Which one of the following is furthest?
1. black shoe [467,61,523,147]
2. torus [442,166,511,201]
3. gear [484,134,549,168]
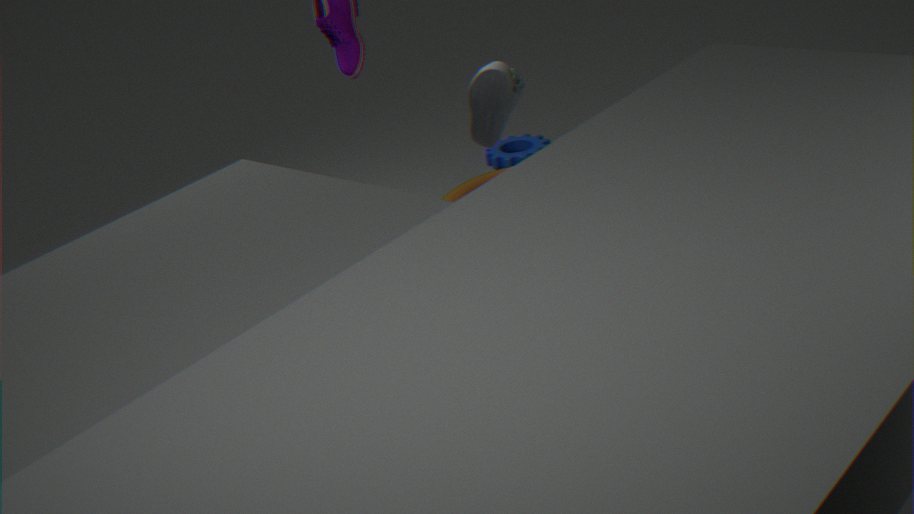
gear [484,134,549,168]
